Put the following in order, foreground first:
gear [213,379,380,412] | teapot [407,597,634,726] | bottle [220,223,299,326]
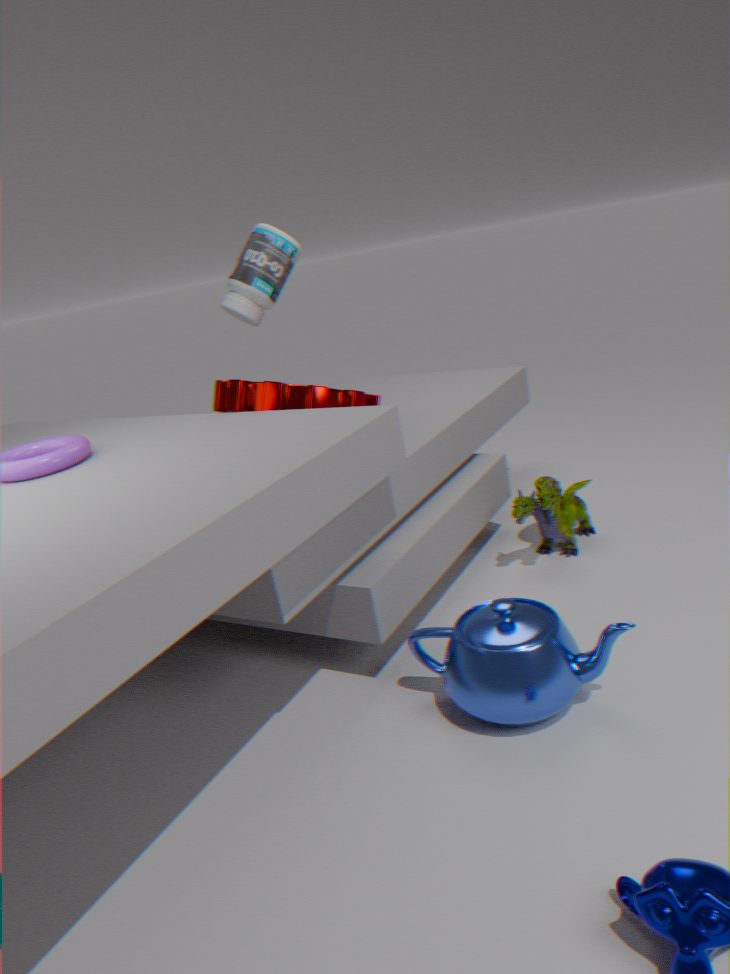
1. teapot [407,597,634,726]
2. gear [213,379,380,412]
3. bottle [220,223,299,326]
